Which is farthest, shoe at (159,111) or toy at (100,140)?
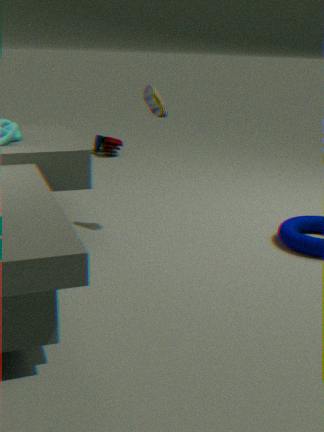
toy at (100,140)
